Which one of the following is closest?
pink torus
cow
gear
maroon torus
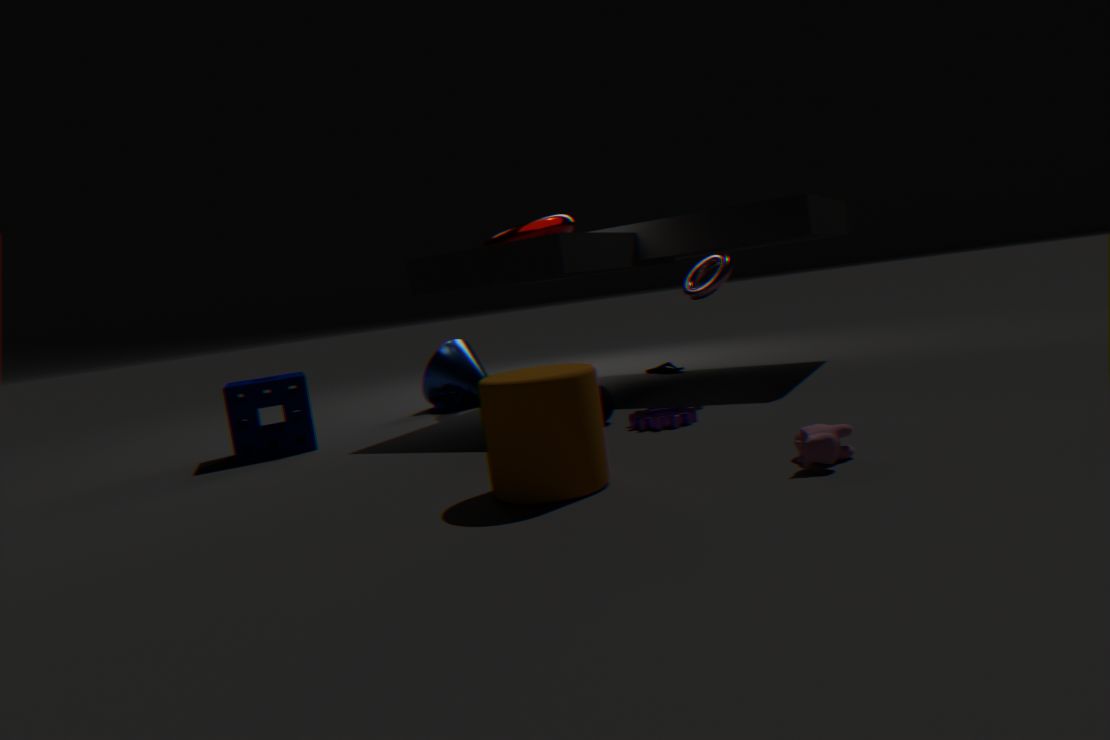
cow
